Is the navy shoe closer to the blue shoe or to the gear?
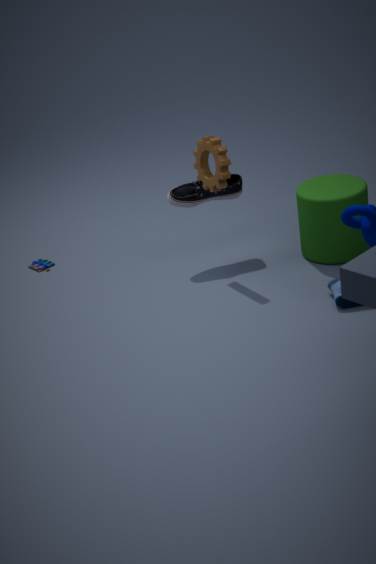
the gear
